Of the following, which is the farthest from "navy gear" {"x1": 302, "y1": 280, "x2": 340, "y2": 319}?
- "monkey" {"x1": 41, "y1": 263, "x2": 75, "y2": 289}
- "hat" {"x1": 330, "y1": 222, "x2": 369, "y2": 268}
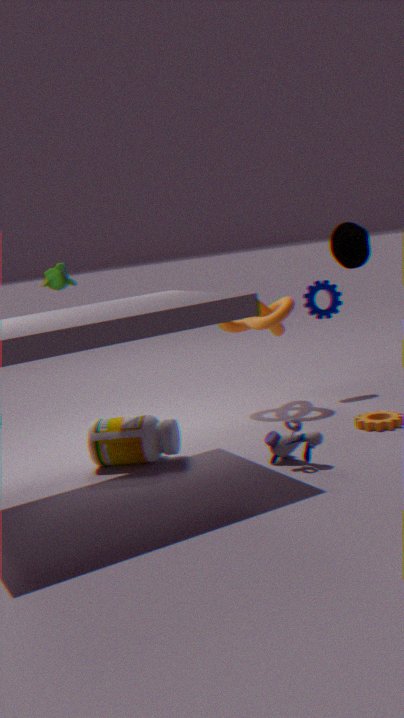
"monkey" {"x1": 41, "y1": 263, "x2": 75, "y2": 289}
